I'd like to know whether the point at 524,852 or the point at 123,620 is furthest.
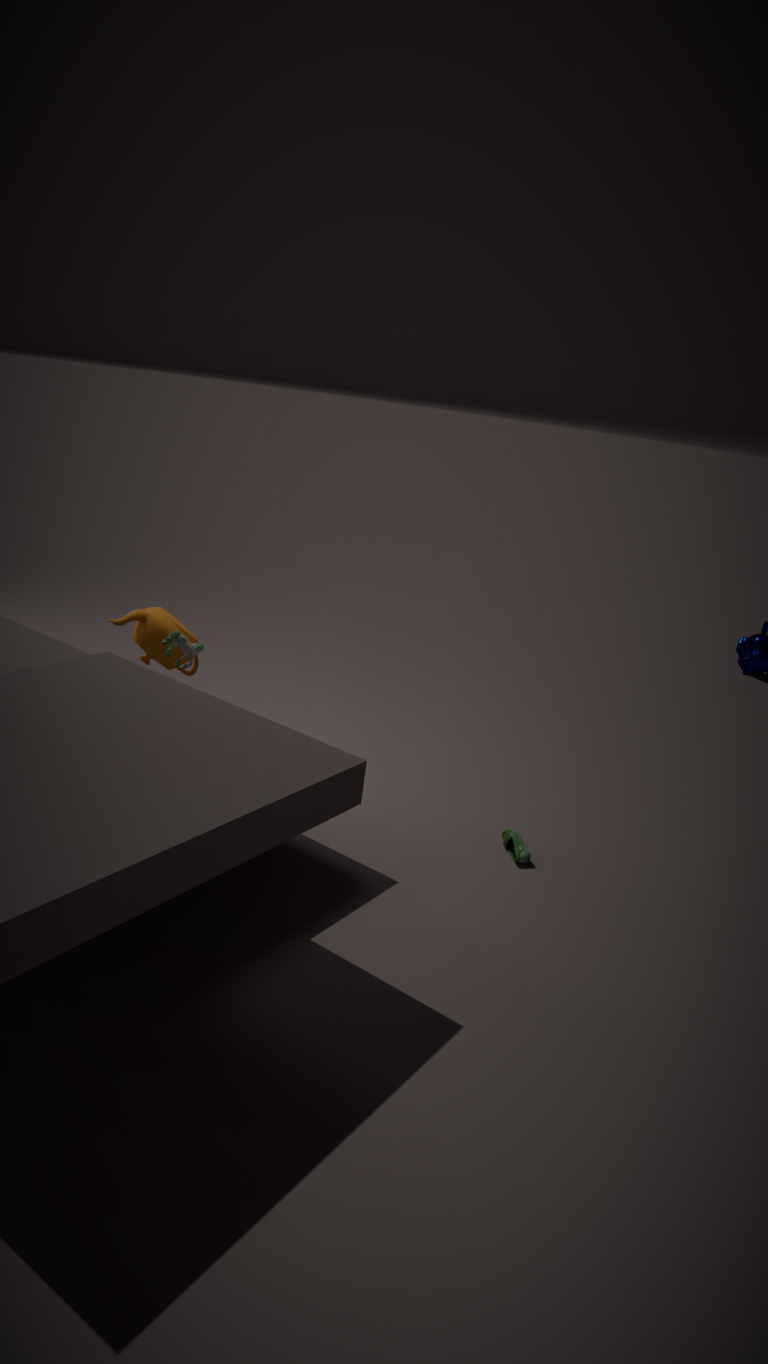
the point at 123,620
